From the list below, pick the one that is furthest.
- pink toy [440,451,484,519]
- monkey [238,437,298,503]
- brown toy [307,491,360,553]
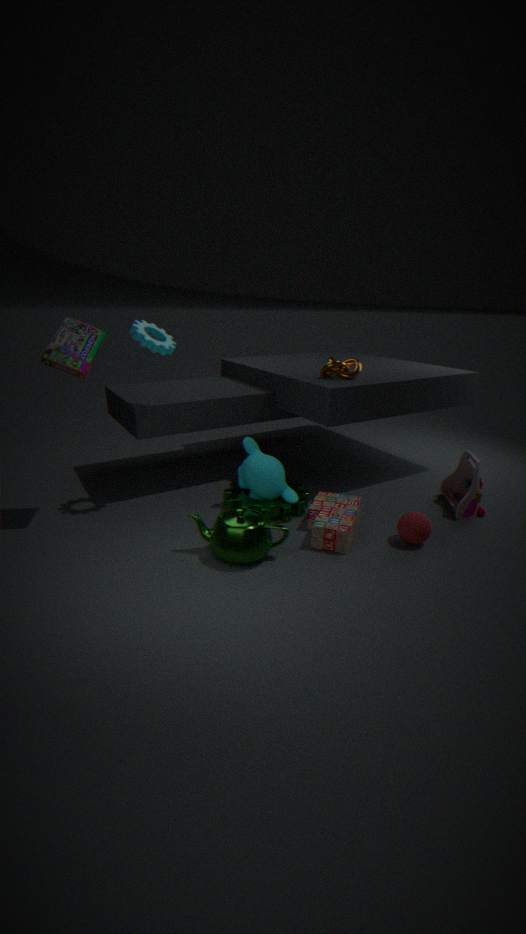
pink toy [440,451,484,519]
